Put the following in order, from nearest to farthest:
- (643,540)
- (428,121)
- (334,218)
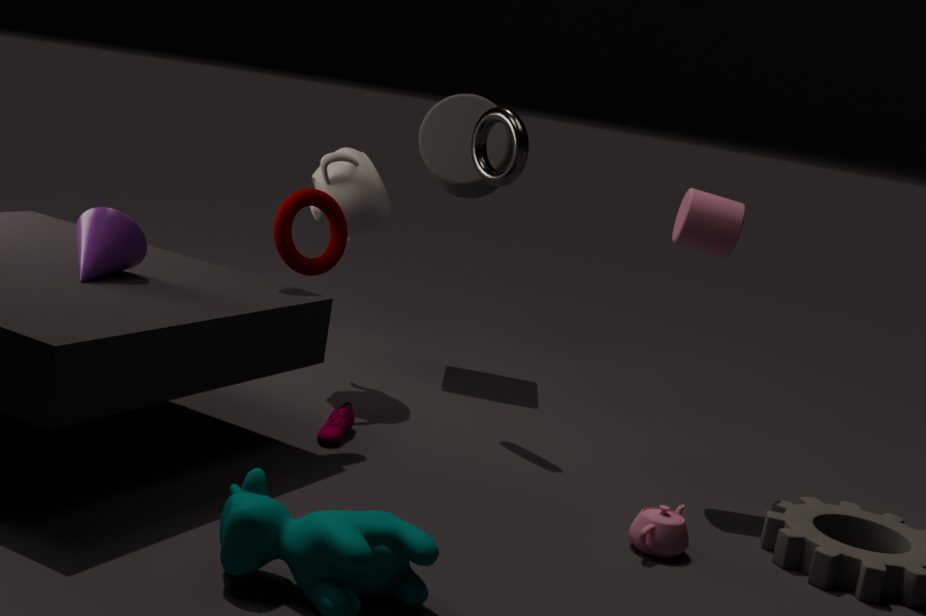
1. (643,540)
2. (334,218)
3. (428,121)
